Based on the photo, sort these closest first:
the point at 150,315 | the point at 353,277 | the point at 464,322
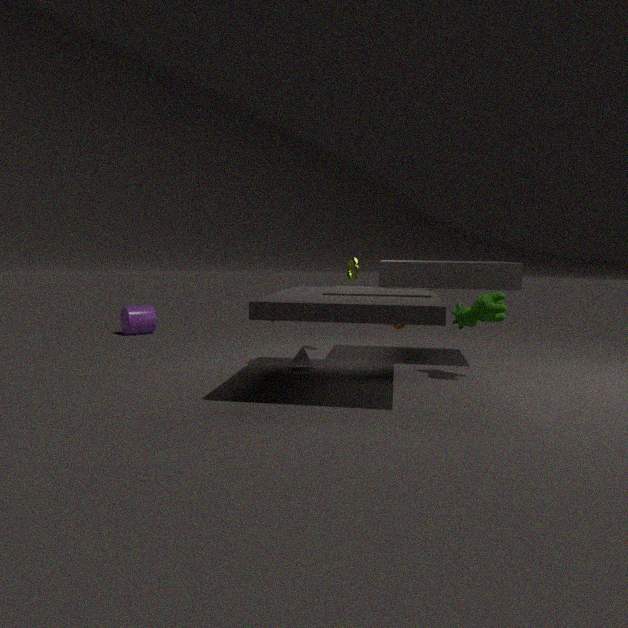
the point at 464,322, the point at 353,277, the point at 150,315
